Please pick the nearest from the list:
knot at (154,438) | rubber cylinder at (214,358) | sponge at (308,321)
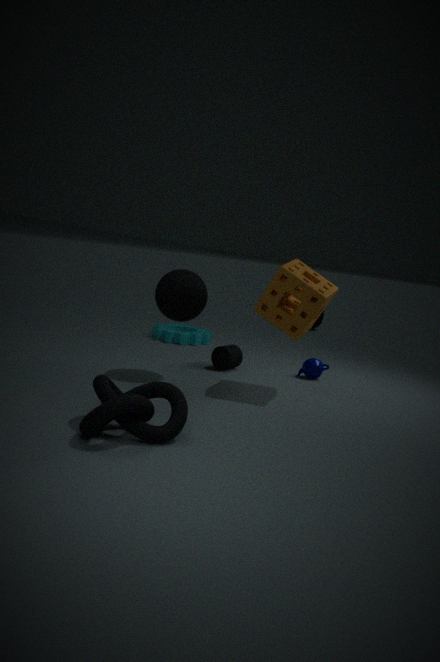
knot at (154,438)
